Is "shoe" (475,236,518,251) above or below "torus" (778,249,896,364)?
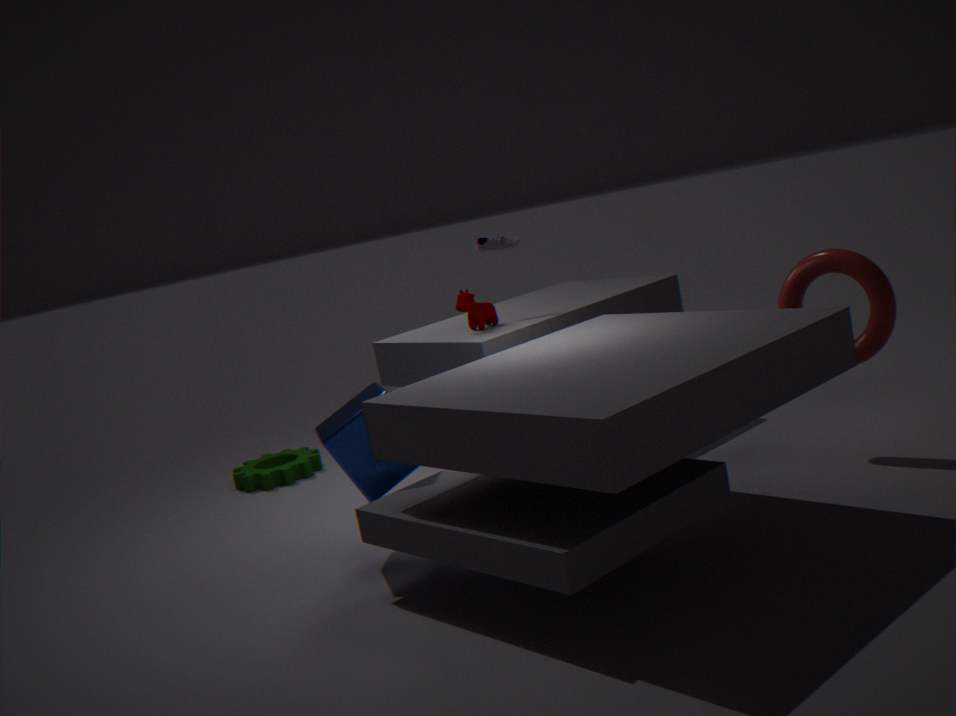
above
